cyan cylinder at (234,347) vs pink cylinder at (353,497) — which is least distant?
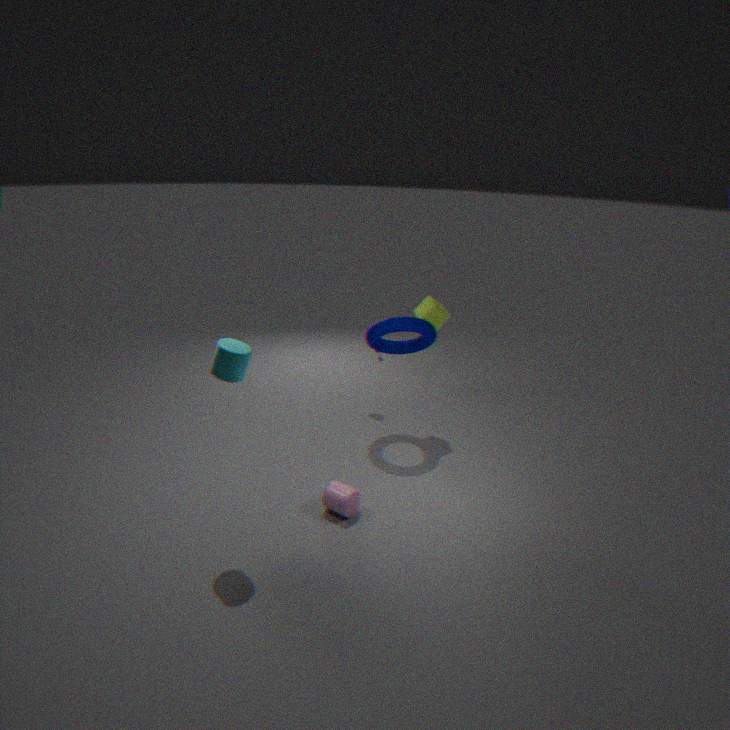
cyan cylinder at (234,347)
